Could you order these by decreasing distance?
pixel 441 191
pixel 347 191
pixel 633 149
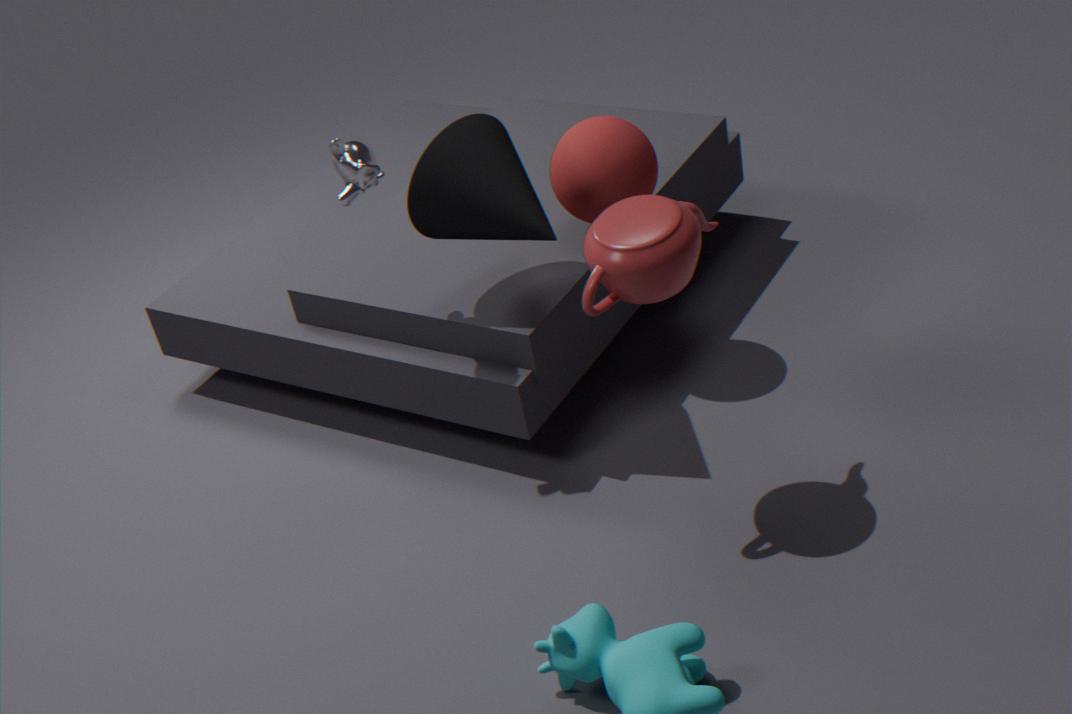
pixel 633 149, pixel 441 191, pixel 347 191
